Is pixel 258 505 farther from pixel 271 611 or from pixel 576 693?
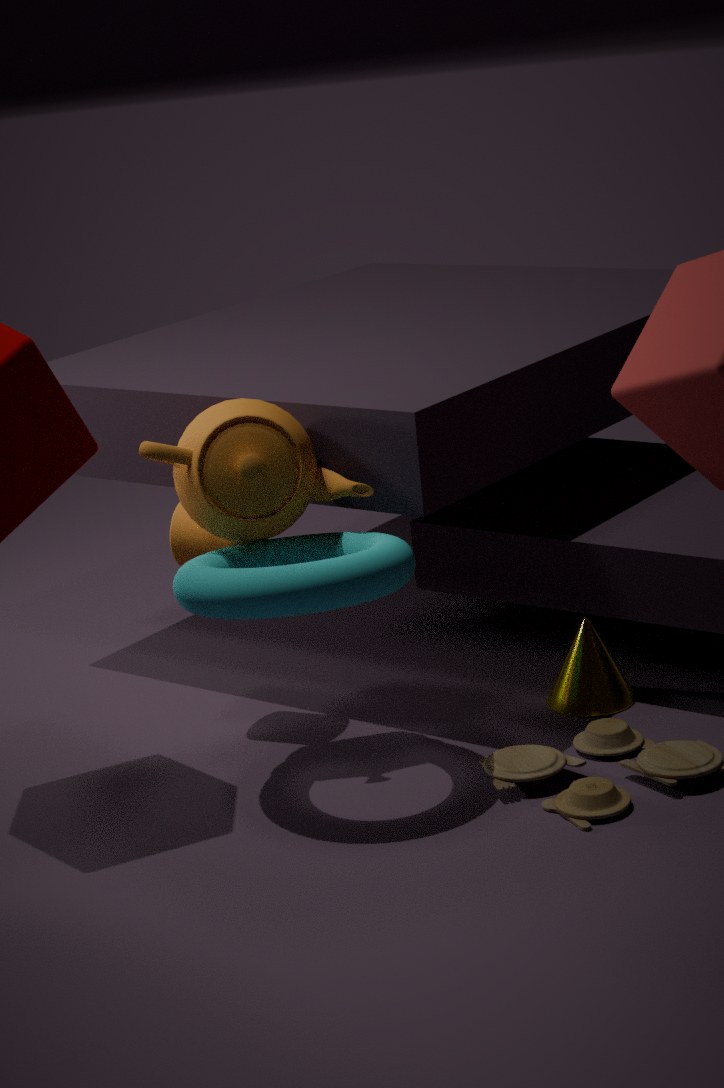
pixel 576 693
